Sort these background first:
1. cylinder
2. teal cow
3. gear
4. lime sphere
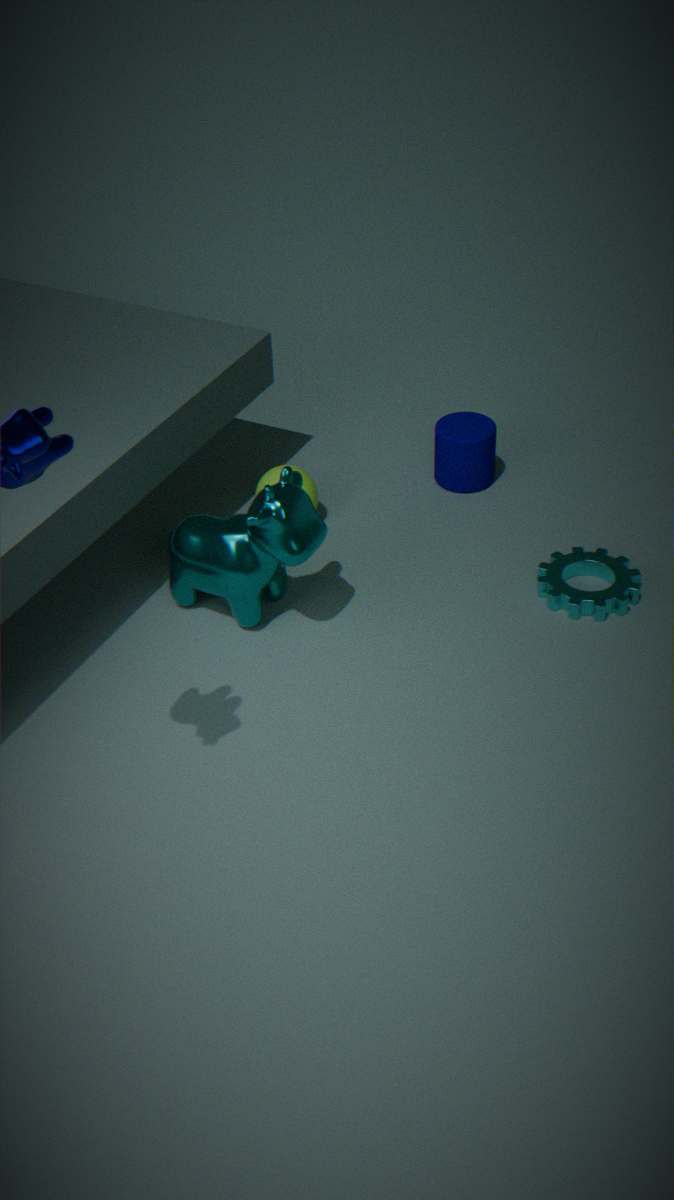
cylinder < lime sphere < gear < teal cow
